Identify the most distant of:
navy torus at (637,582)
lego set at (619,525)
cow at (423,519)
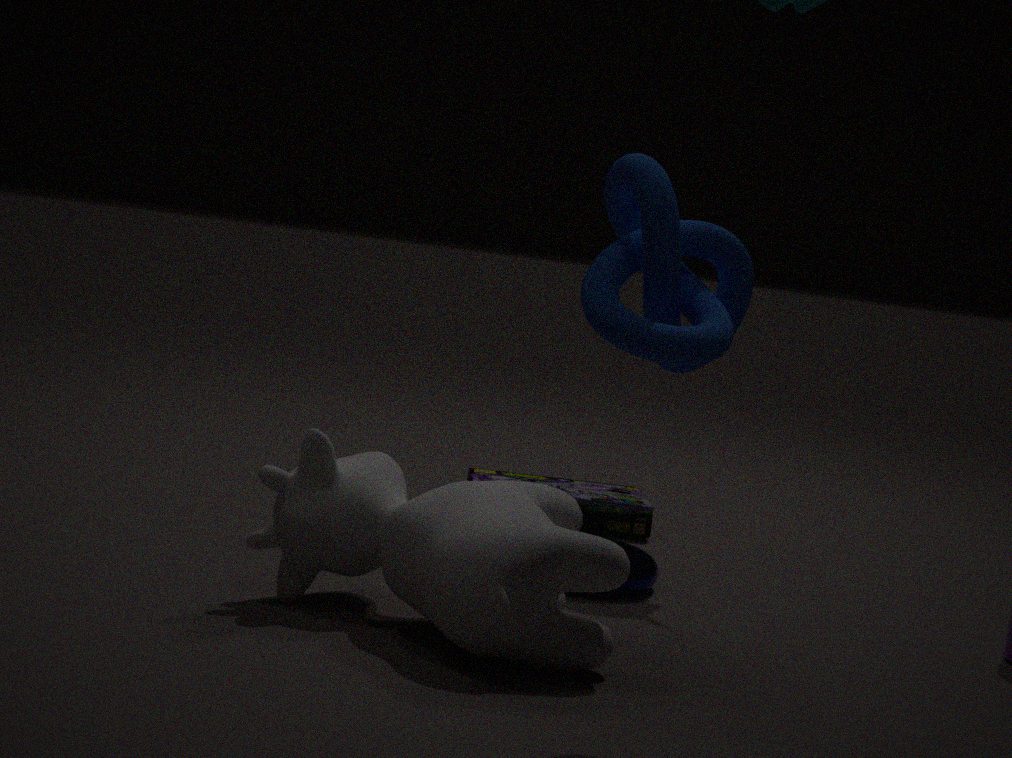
lego set at (619,525)
